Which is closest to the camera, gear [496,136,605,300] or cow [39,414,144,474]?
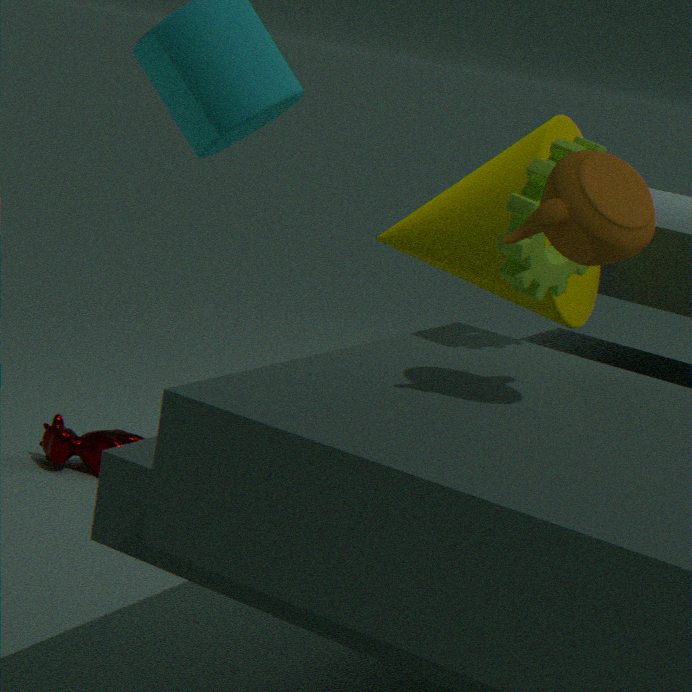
gear [496,136,605,300]
